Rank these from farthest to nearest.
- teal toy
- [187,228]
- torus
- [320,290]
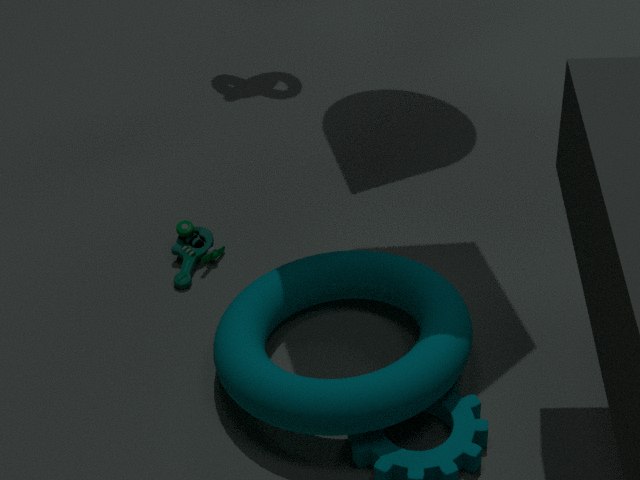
[187,228] → [320,290] → teal toy → torus
